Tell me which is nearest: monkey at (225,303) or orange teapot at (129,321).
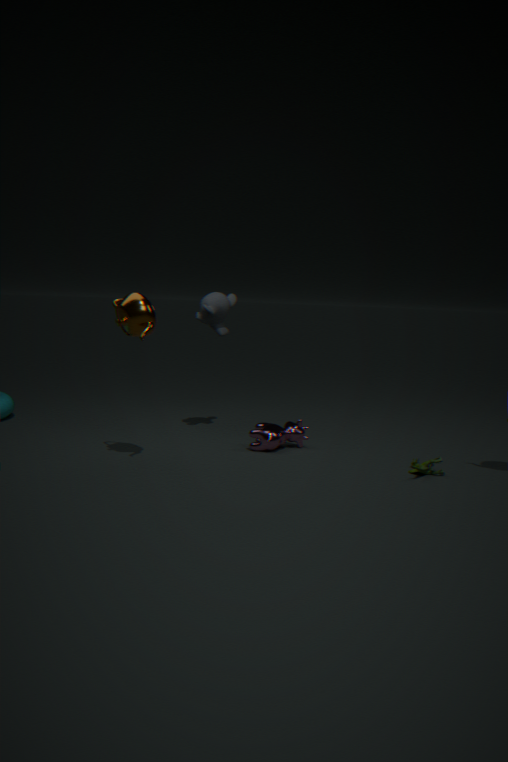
orange teapot at (129,321)
